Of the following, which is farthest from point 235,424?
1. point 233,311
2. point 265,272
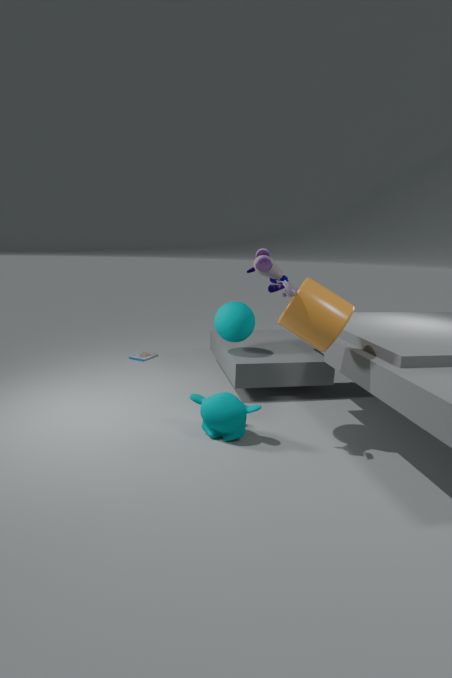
point 233,311
